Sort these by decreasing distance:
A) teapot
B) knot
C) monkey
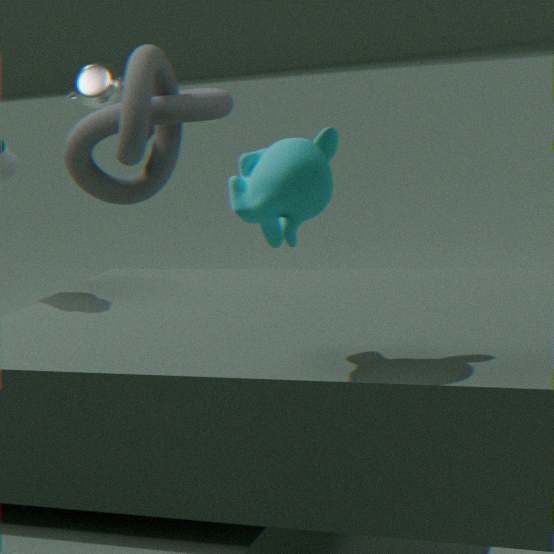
teapot → knot → monkey
